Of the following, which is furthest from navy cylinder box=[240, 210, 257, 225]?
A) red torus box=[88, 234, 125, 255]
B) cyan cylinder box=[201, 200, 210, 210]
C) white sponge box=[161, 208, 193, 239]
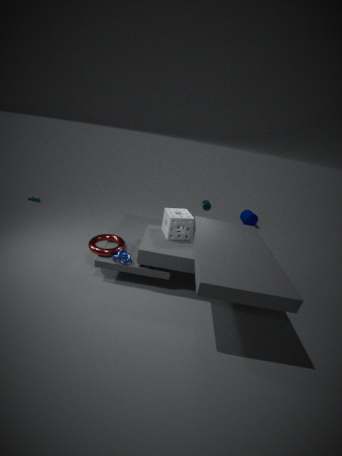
red torus box=[88, 234, 125, 255]
